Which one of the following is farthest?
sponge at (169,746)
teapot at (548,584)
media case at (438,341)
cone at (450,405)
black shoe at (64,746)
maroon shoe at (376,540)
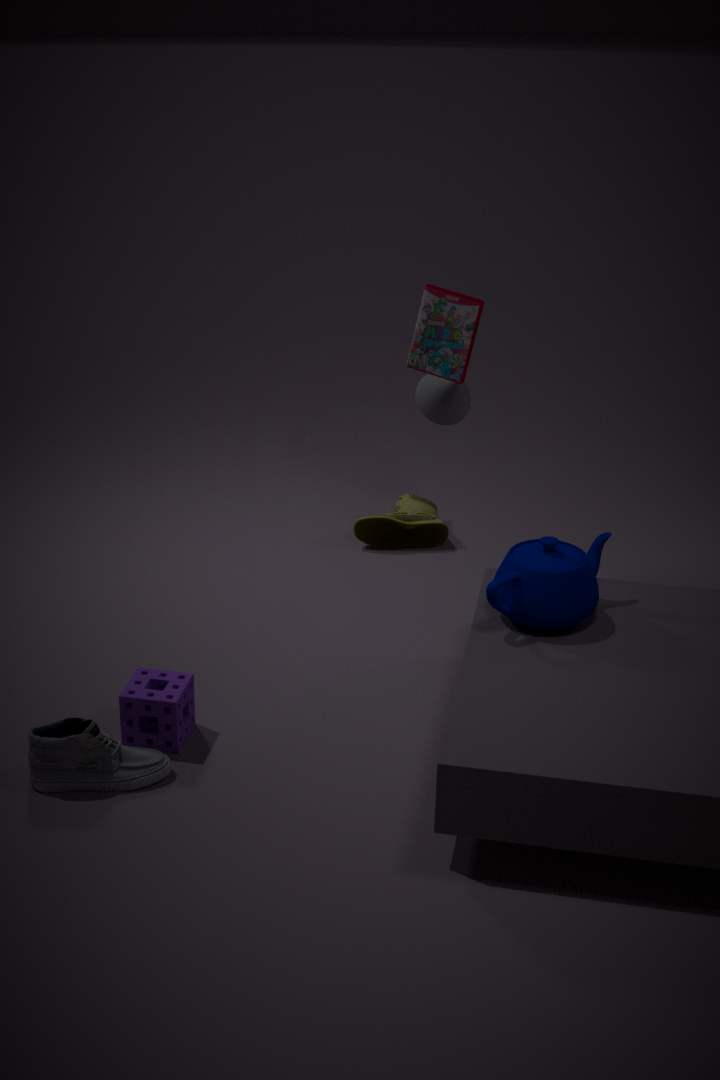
maroon shoe at (376,540)
